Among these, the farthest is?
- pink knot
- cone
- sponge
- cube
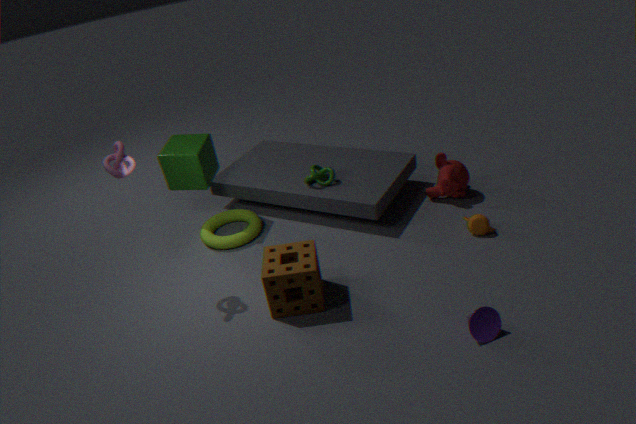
cube
